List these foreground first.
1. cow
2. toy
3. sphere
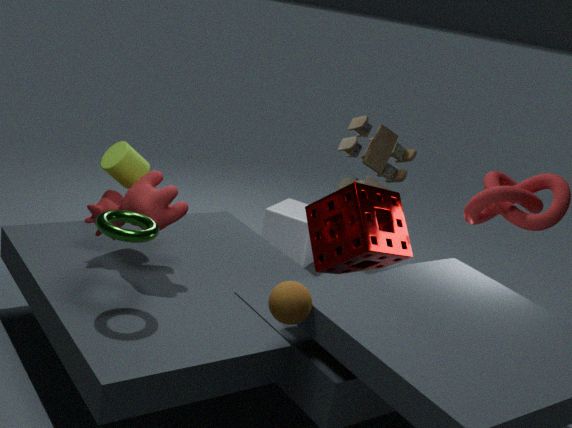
1. sphere
2. cow
3. toy
